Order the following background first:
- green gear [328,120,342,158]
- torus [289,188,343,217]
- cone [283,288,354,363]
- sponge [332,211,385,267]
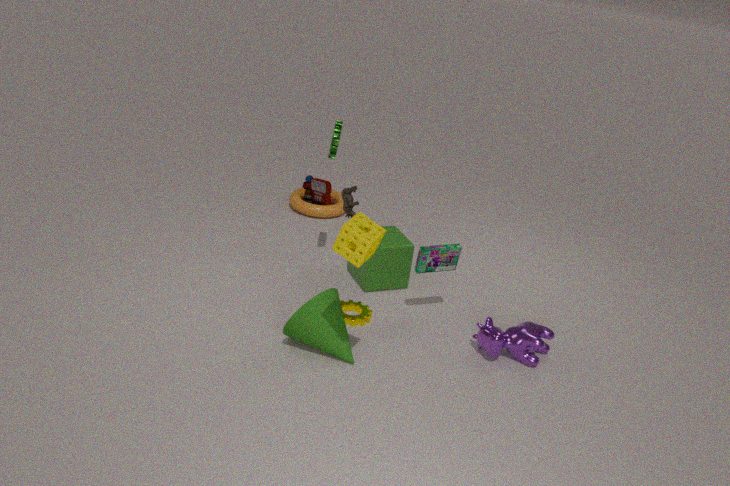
torus [289,188,343,217]
green gear [328,120,342,158]
cone [283,288,354,363]
sponge [332,211,385,267]
